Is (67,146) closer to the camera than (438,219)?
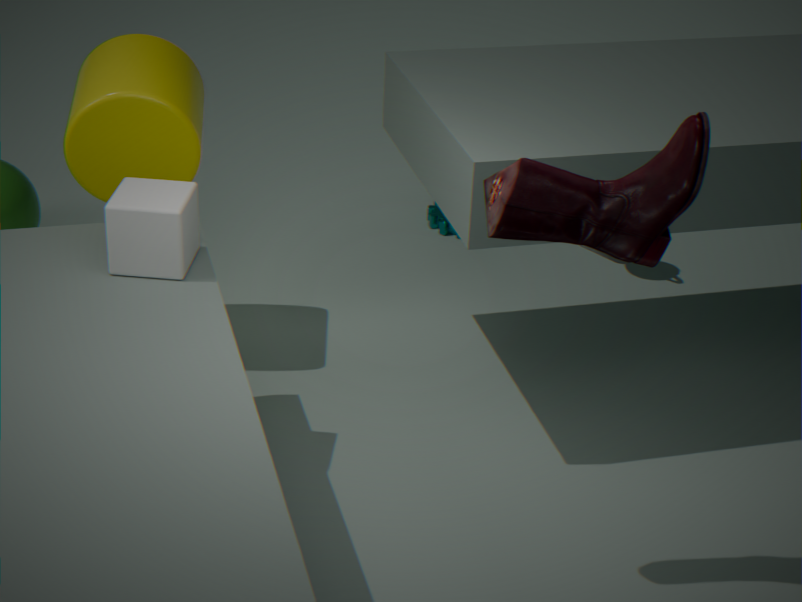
Yes
